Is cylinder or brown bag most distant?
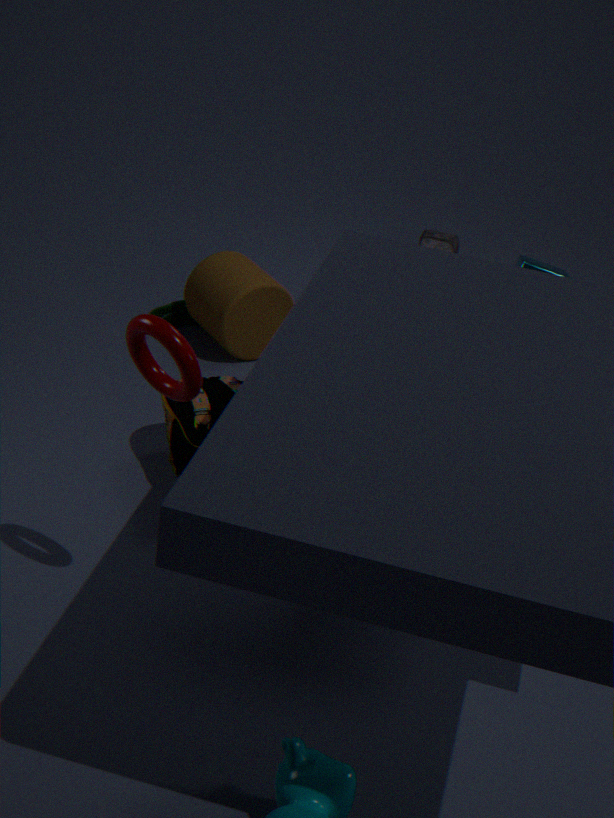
cylinder
